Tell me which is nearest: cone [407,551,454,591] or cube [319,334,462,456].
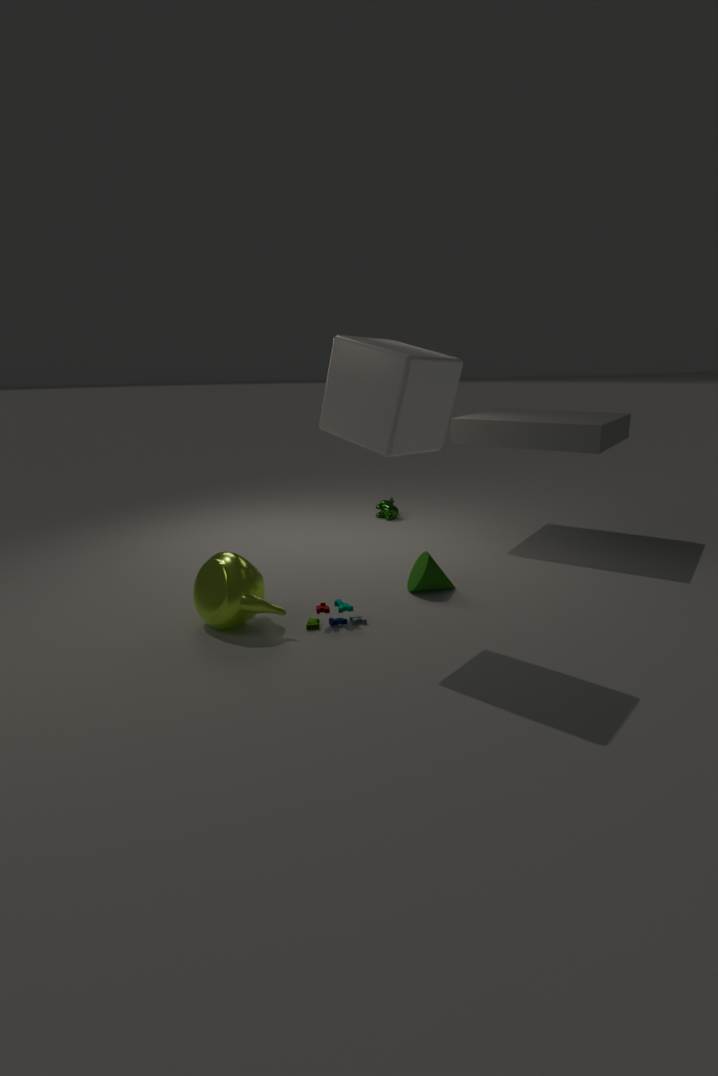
cube [319,334,462,456]
